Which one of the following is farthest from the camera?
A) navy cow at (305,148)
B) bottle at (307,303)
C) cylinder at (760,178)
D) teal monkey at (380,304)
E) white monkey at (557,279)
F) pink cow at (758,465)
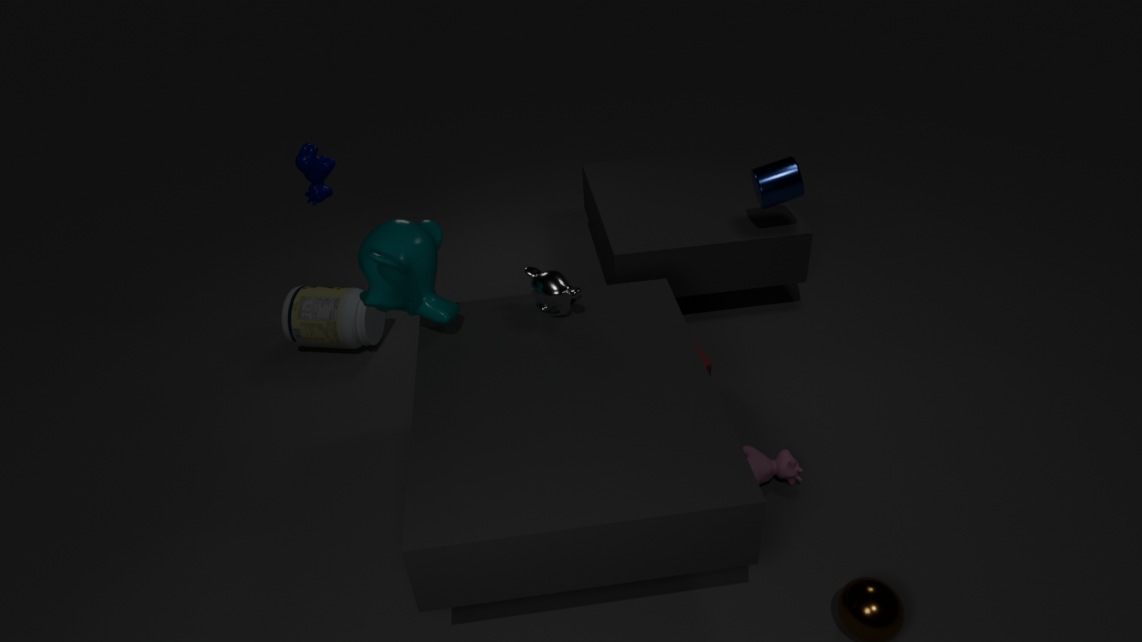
bottle at (307,303)
